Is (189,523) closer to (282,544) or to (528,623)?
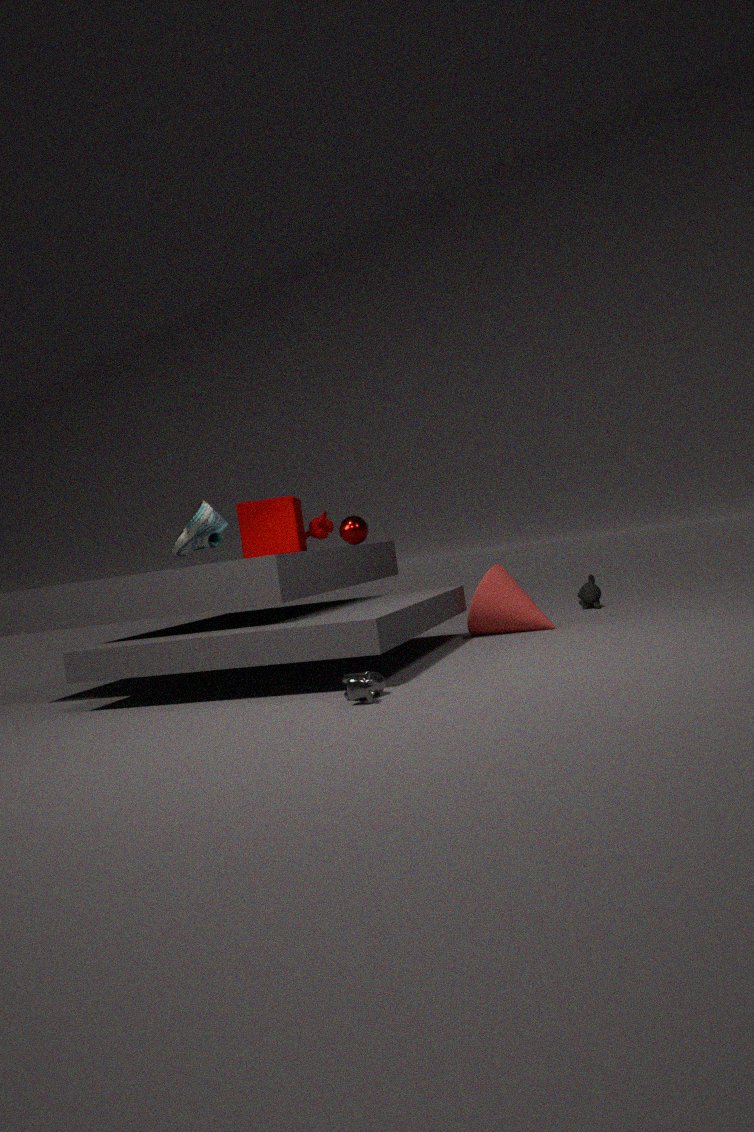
(282,544)
